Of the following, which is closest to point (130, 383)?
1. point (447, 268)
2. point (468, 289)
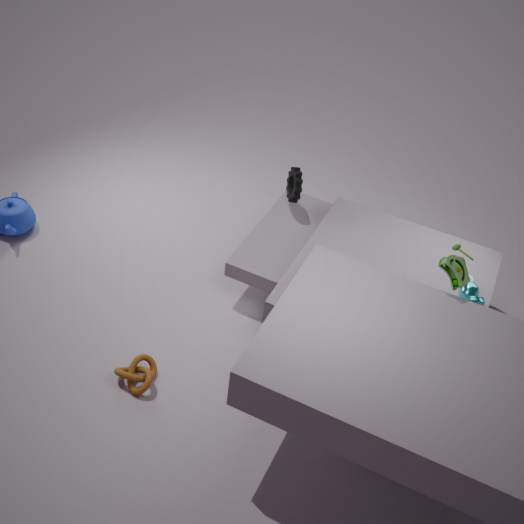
point (447, 268)
